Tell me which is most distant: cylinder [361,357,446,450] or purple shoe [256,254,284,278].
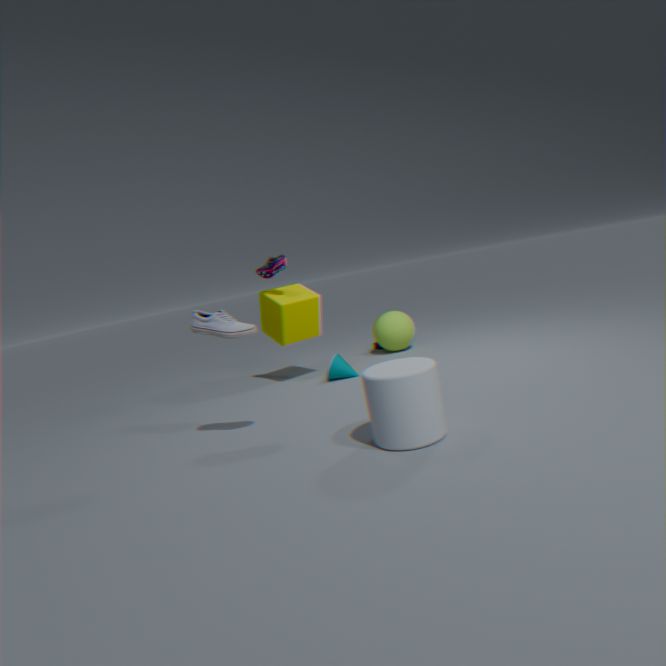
purple shoe [256,254,284,278]
